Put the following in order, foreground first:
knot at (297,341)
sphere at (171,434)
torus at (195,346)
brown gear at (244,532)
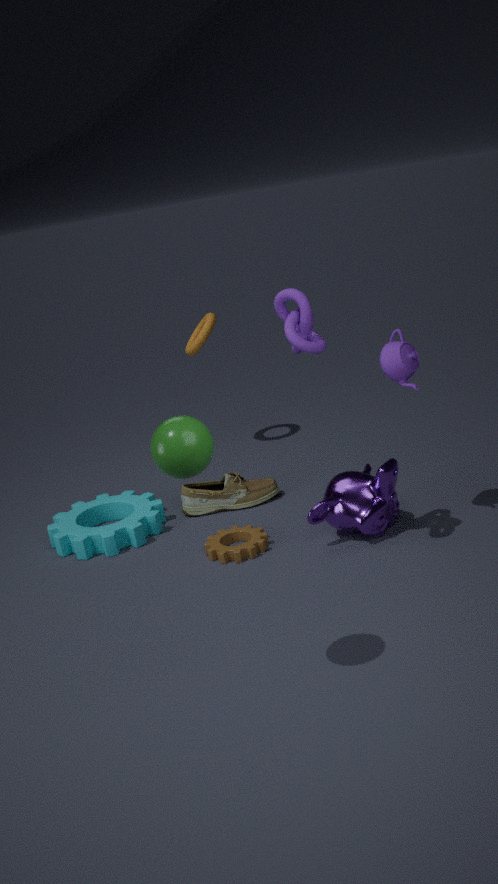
sphere at (171,434), knot at (297,341), brown gear at (244,532), torus at (195,346)
